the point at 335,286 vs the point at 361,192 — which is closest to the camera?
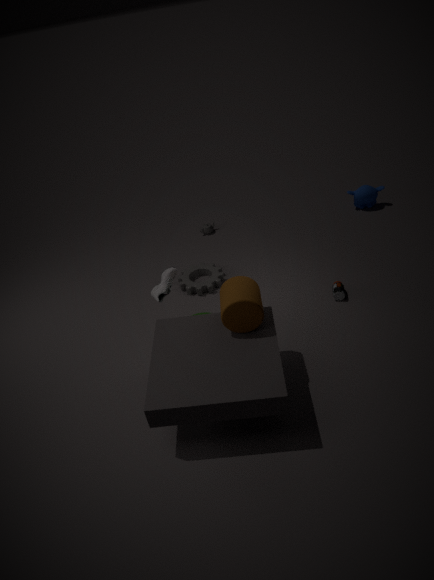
the point at 335,286
